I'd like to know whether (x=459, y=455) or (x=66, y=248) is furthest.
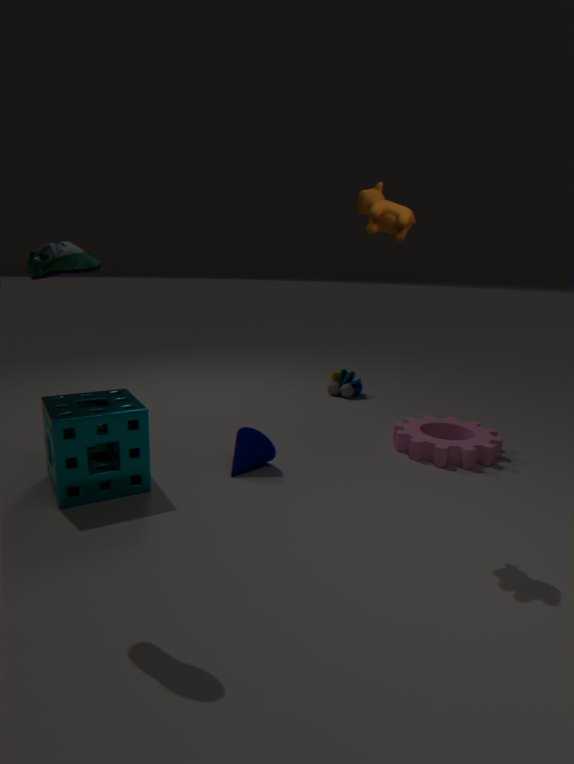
(x=459, y=455)
